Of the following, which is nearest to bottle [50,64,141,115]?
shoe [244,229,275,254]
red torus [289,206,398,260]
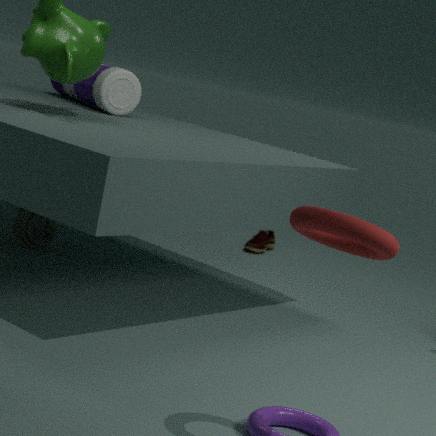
shoe [244,229,275,254]
